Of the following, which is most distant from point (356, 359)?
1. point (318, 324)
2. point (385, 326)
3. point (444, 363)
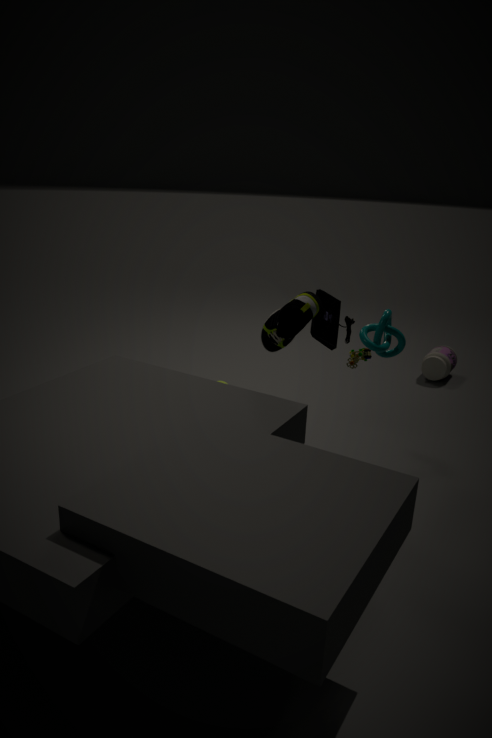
point (444, 363)
